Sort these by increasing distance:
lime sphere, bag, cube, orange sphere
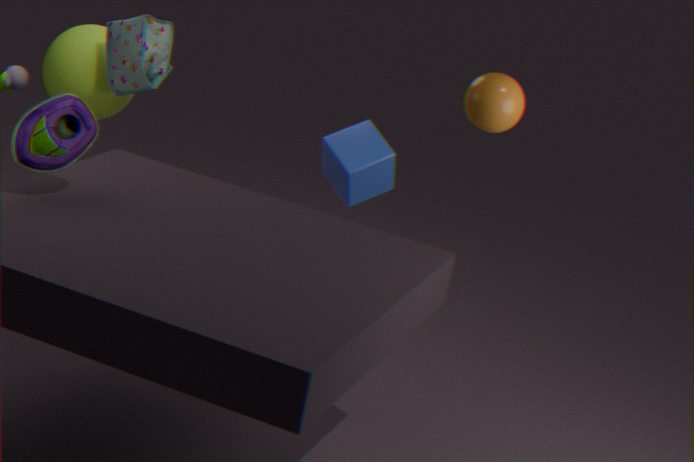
orange sphere
cube
bag
lime sphere
